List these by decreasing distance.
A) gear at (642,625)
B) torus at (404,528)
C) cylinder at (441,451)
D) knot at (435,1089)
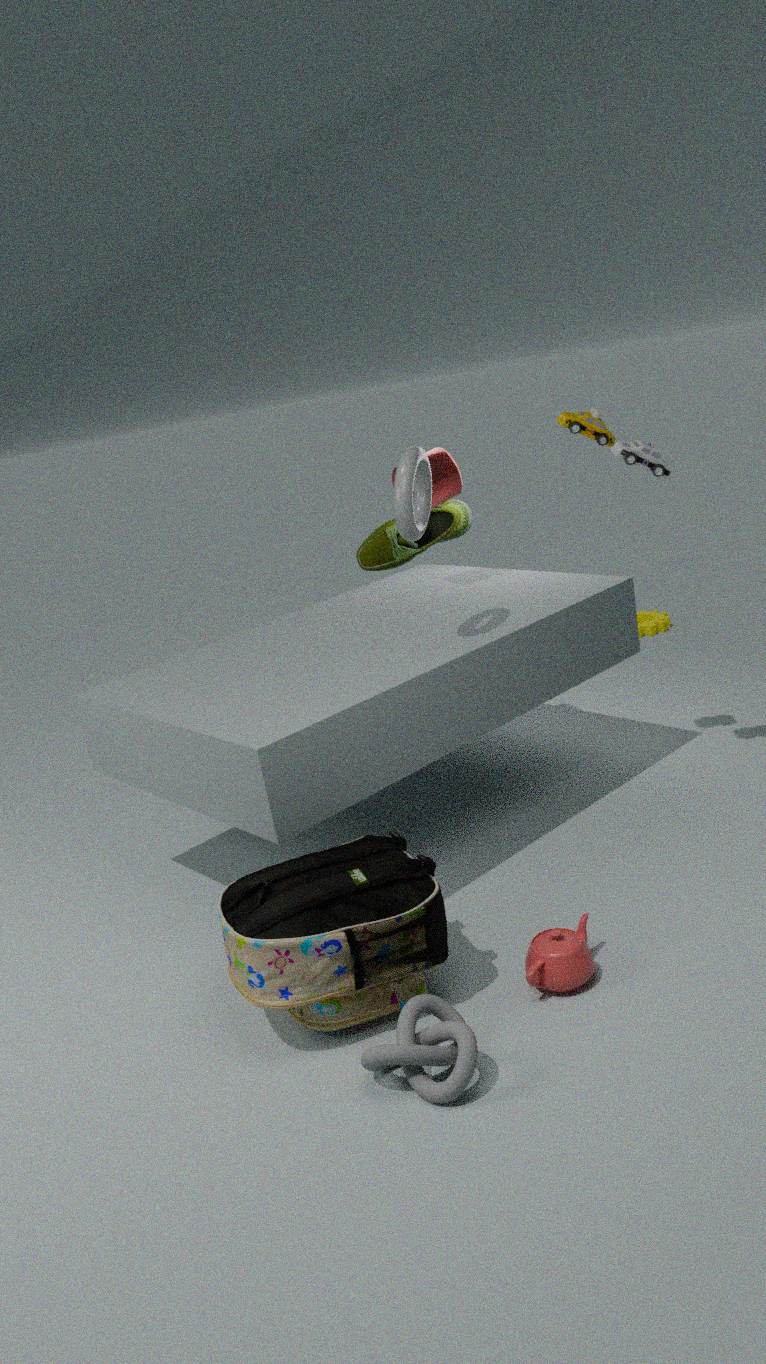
gear at (642,625), cylinder at (441,451), torus at (404,528), knot at (435,1089)
